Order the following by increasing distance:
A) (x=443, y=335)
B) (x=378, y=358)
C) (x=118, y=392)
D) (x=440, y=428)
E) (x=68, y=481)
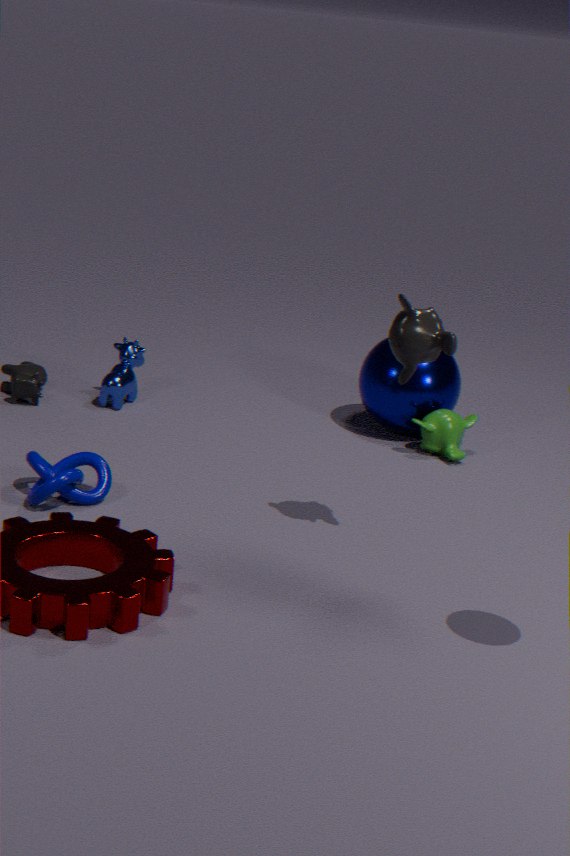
(x=443, y=335), (x=68, y=481), (x=440, y=428), (x=378, y=358), (x=118, y=392)
